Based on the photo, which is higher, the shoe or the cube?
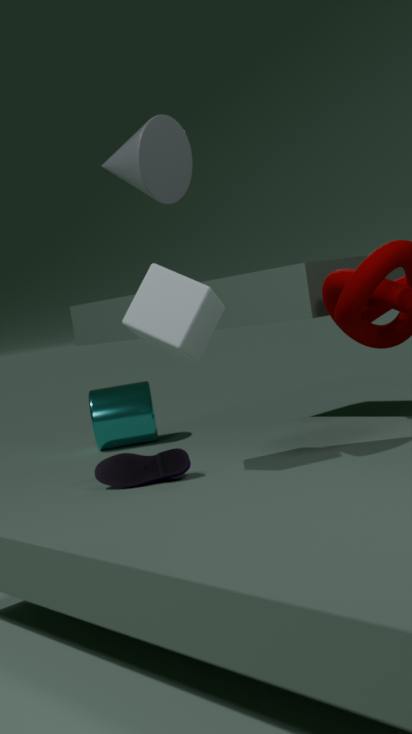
the cube
